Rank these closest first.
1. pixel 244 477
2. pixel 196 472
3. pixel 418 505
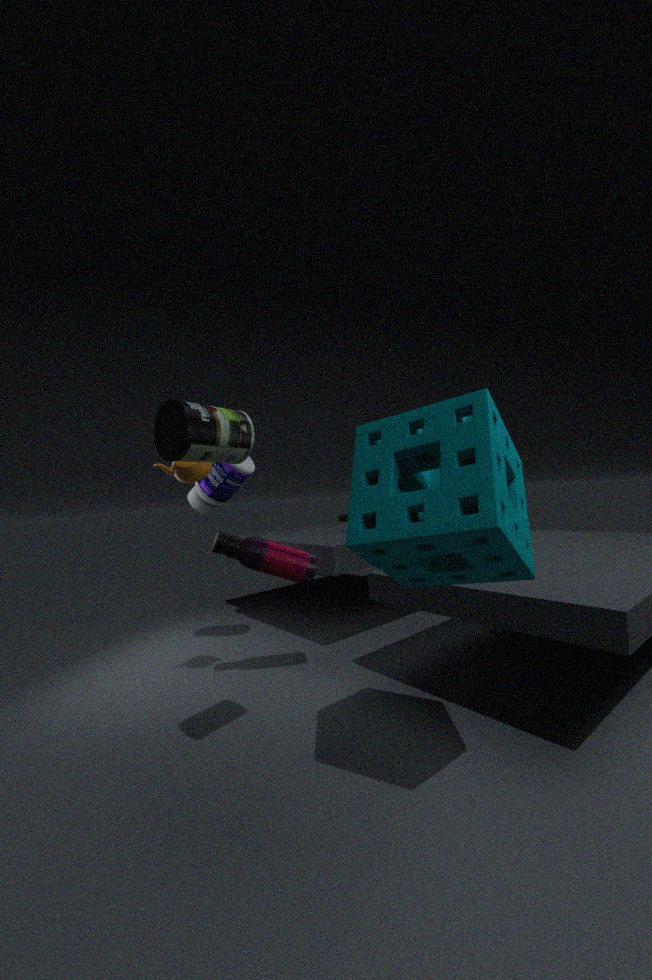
pixel 418 505, pixel 196 472, pixel 244 477
